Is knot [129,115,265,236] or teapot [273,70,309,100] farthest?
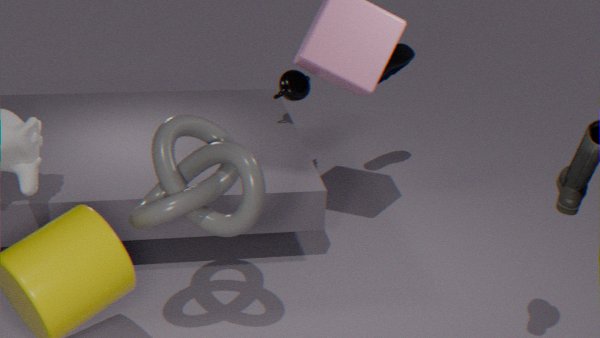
teapot [273,70,309,100]
